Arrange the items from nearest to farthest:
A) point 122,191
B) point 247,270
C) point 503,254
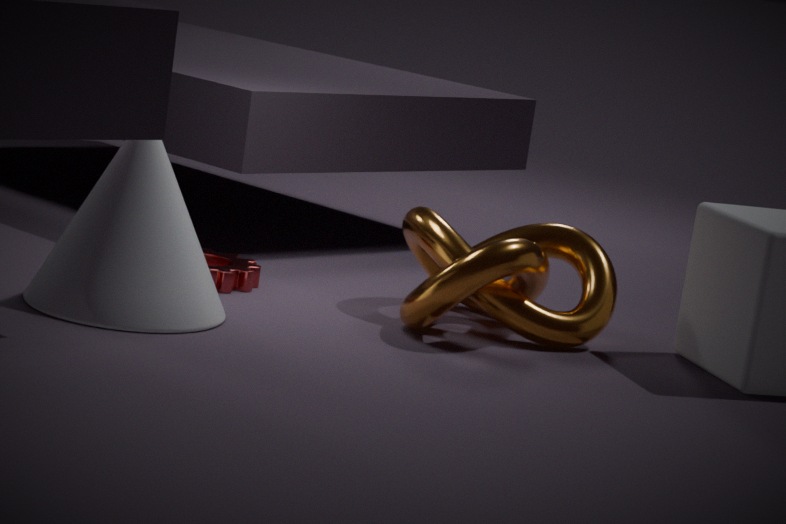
point 122,191 < point 503,254 < point 247,270
